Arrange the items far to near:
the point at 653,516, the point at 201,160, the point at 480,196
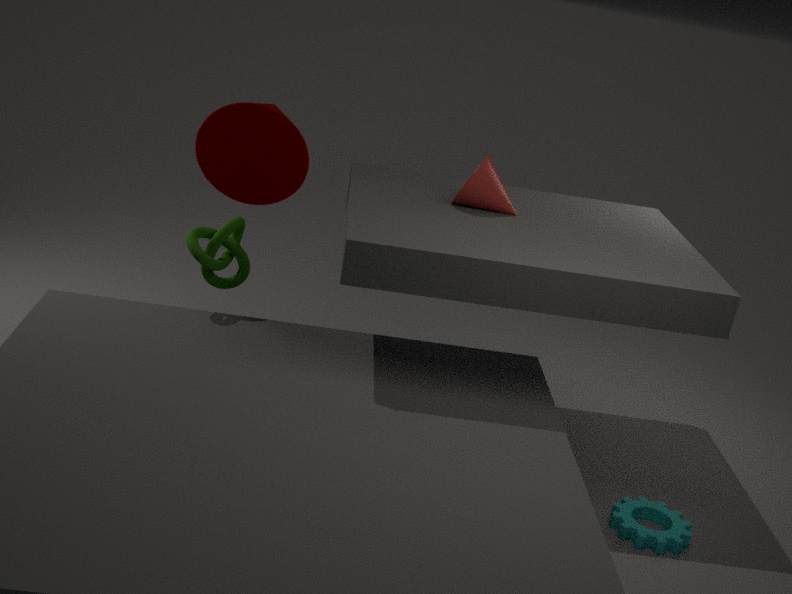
the point at 201,160, the point at 480,196, the point at 653,516
